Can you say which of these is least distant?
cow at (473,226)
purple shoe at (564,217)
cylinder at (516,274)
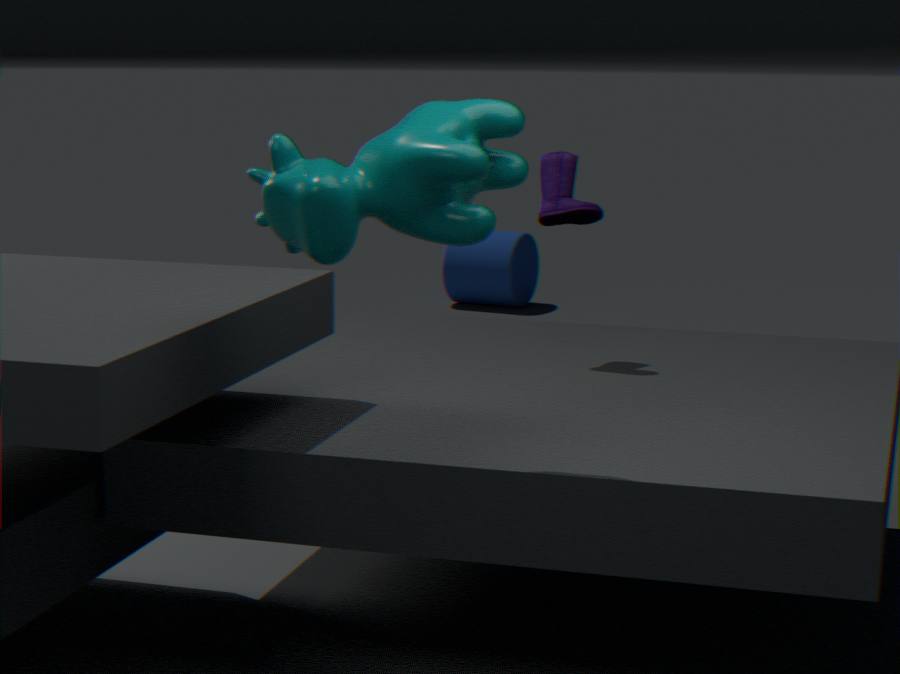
cow at (473,226)
